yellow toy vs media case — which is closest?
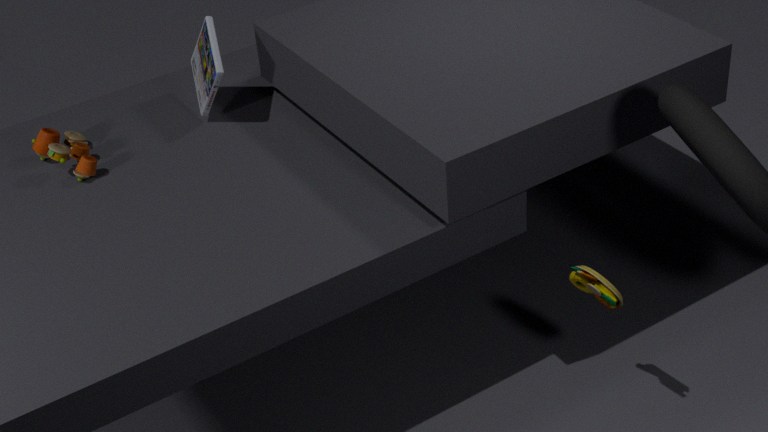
yellow toy
